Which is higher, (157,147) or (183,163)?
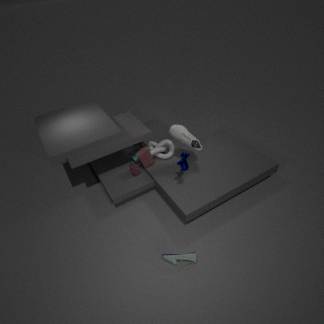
(183,163)
